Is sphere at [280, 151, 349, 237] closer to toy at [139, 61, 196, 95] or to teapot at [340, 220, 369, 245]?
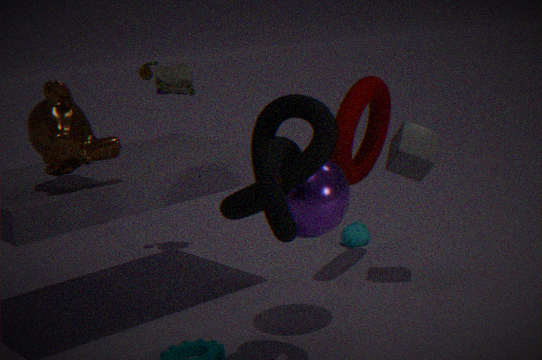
toy at [139, 61, 196, 95]
